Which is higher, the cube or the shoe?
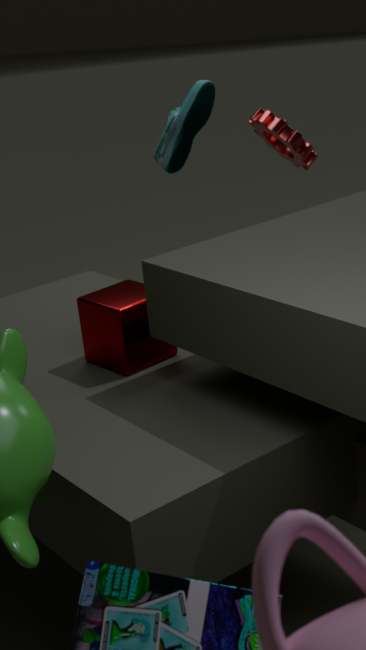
the shoe
